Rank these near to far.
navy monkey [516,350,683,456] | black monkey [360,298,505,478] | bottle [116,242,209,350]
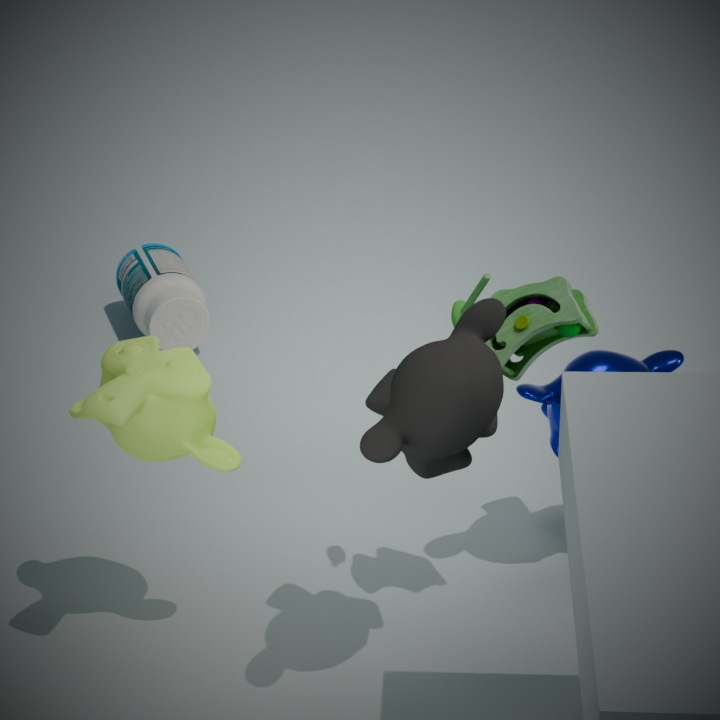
black monkey [360,298,505,478] → navy monkey [516,350,683,456] → bottle [116,242,209,350]
